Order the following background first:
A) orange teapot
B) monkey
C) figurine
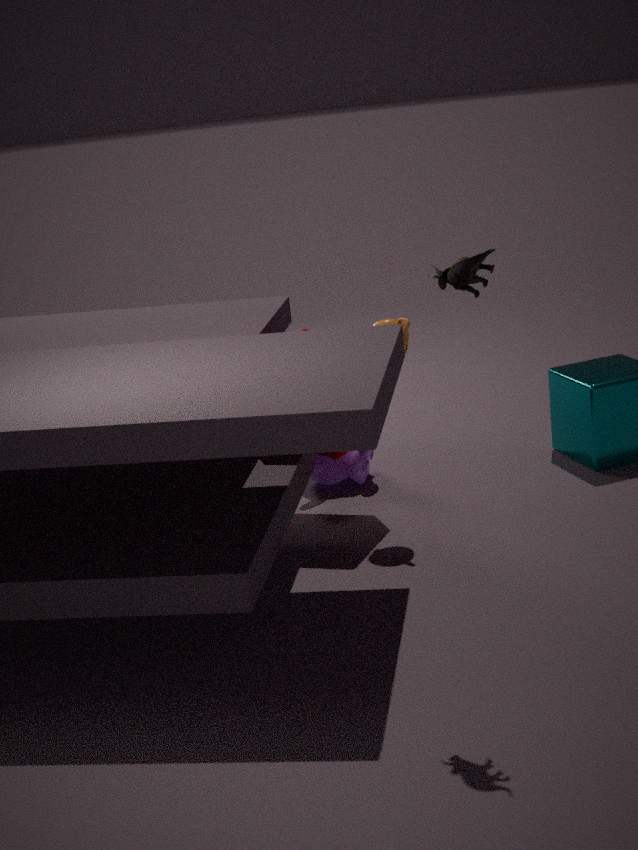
monkey < orange teapot < figurine
